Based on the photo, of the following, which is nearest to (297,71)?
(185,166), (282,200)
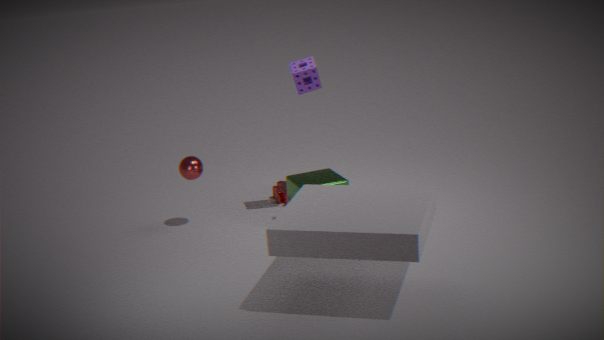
(185,166)
